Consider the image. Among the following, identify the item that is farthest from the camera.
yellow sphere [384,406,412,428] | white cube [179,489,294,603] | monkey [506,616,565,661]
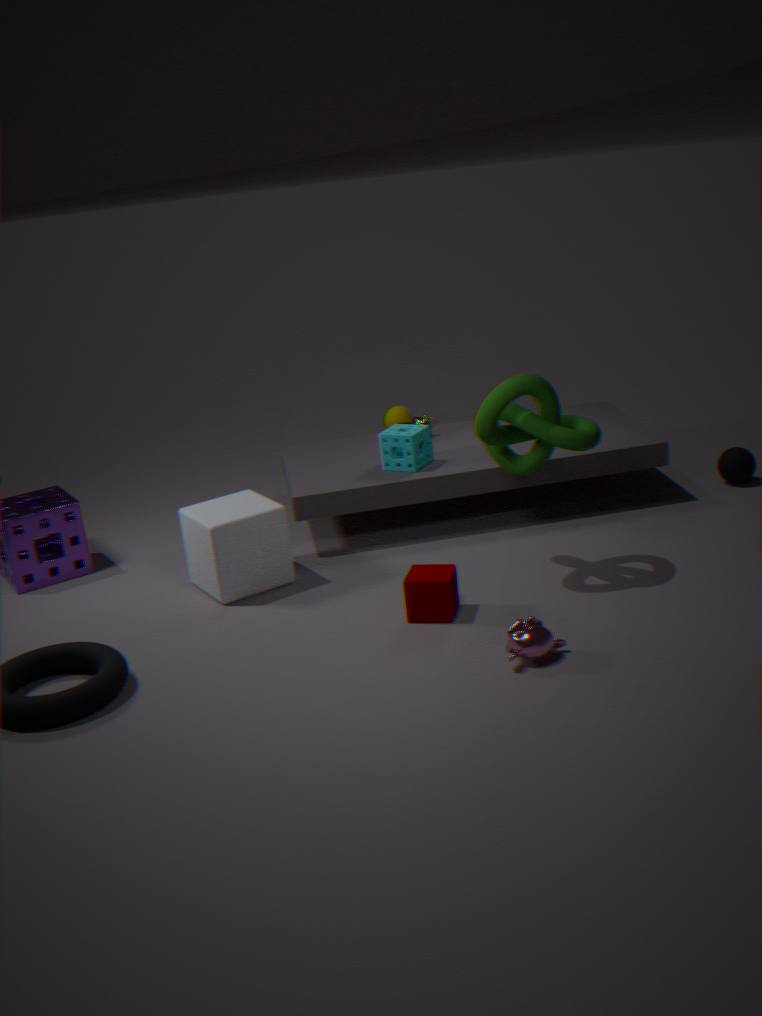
yellow sphere [384,406,412,428]
